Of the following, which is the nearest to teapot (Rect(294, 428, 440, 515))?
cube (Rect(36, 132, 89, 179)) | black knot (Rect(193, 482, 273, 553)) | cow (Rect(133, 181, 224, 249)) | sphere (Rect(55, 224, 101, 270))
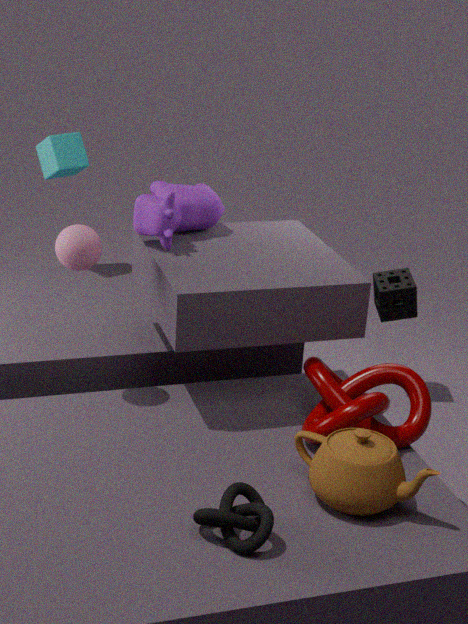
black knot (Rect(193, 482, 273, 553))
